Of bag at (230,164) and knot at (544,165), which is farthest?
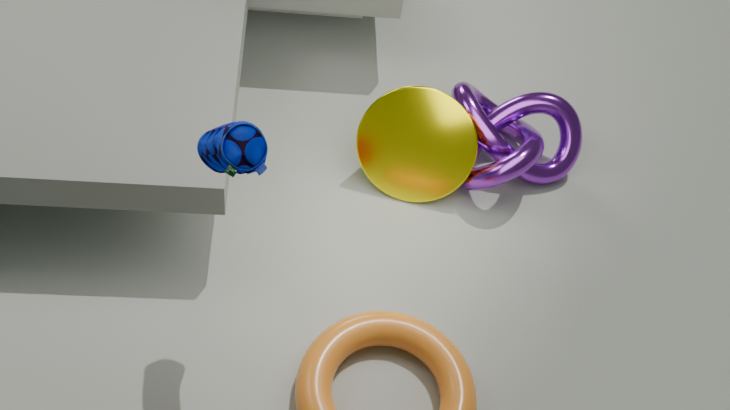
knot at (544,165)
